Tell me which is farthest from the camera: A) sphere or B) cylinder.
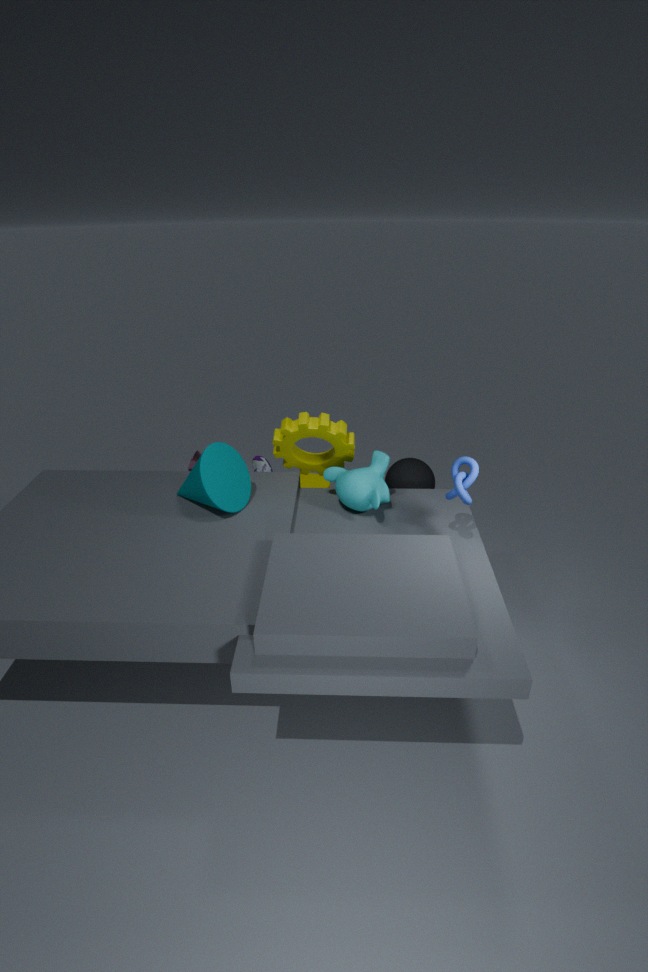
B. cylinder
